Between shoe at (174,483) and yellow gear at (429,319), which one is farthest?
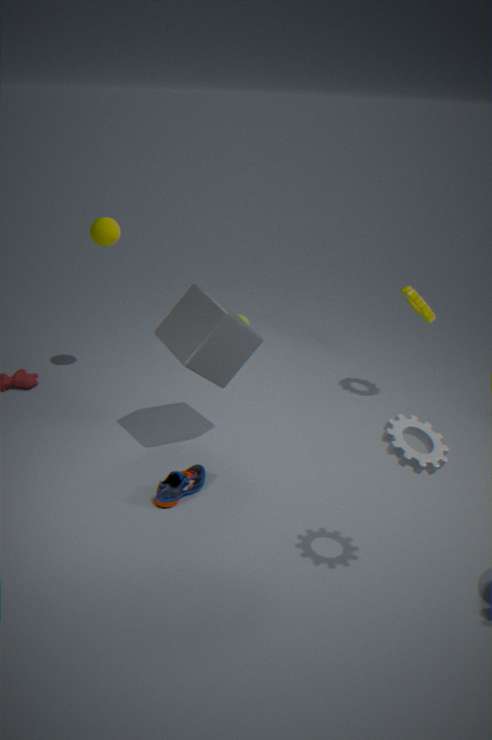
yellow gear at (429,319)
